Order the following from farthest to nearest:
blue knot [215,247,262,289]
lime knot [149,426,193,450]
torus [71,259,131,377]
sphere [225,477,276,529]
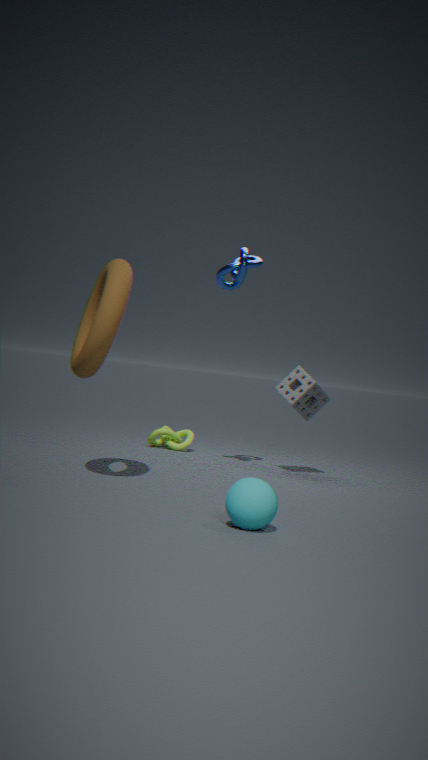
lime knot [149,426,193,450] < blue knot [215,247,262,289] < torus [71,259,131,377] < sphere [225,477,276,529]
